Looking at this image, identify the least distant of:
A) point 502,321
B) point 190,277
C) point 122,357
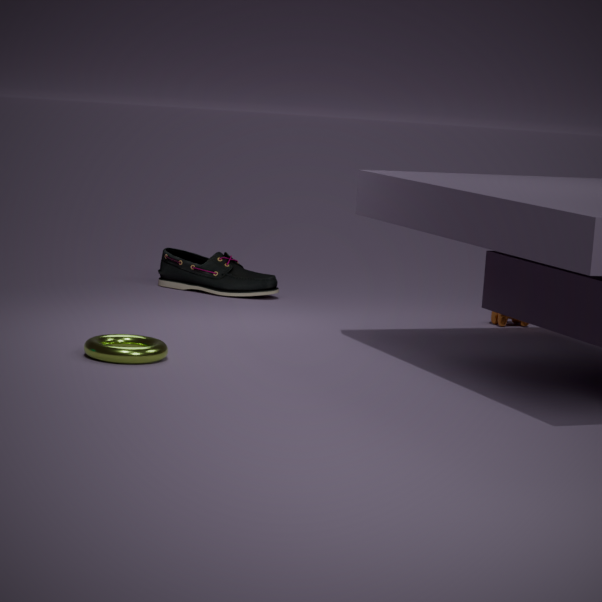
point 122,357
